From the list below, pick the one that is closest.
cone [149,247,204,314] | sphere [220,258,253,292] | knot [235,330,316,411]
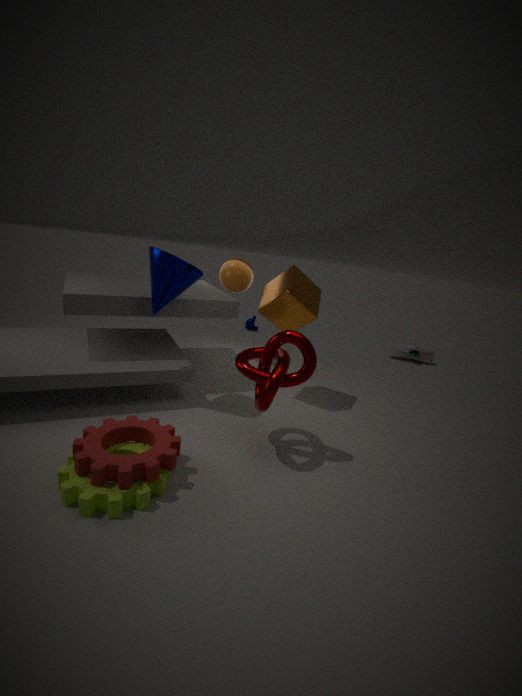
knot [235,330,316,411]
